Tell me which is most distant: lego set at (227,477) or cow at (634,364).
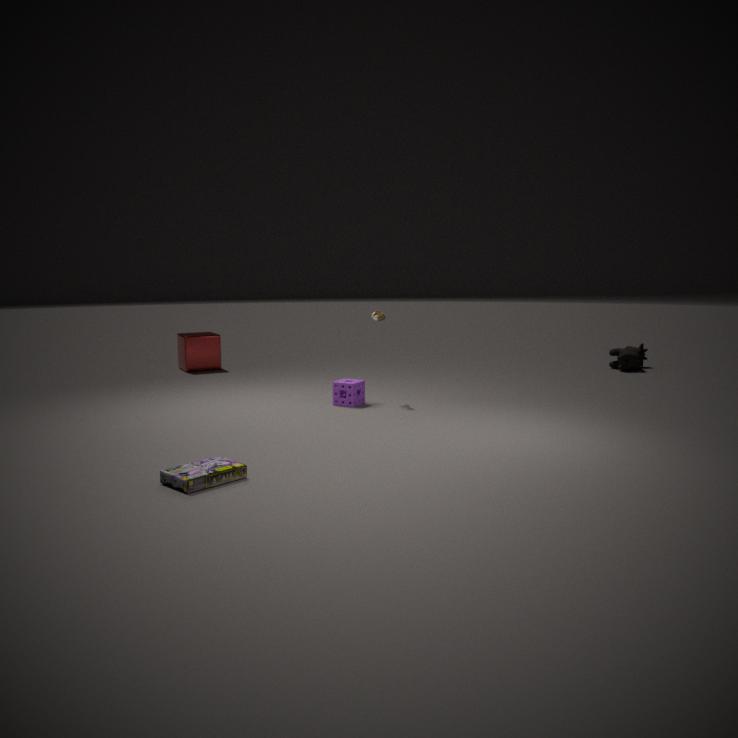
cow at (634,364)
